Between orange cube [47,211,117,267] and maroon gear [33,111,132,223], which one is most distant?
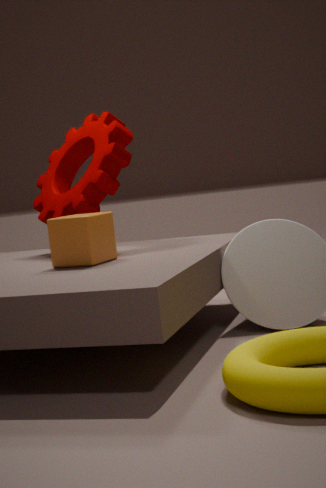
maroon gear [33,111,132,223]
